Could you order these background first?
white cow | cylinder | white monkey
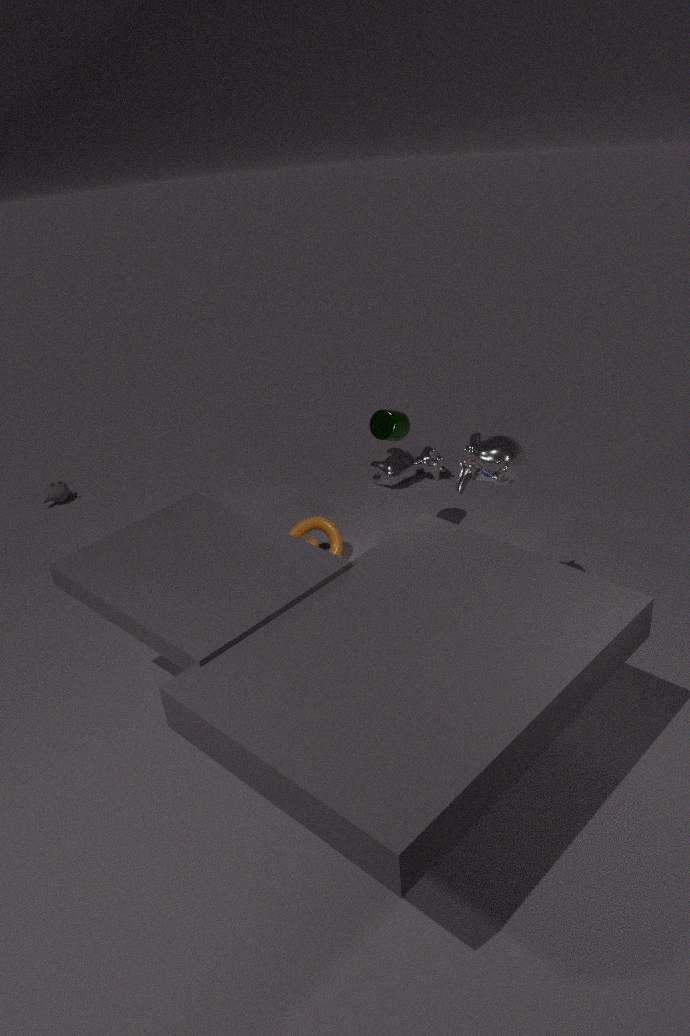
white cow < cylinder < white monkey
